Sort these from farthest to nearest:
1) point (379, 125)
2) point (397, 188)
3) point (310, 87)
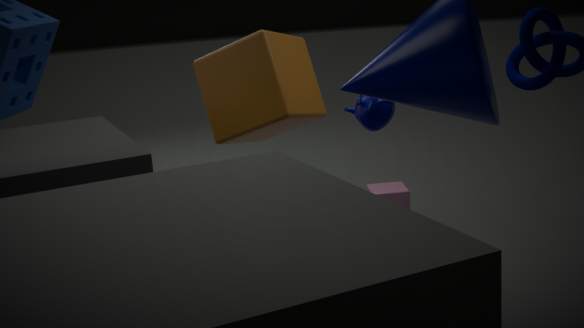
1. 2. point (397, 188)
2. 3. point (310, 87)
3. 1. point (379, 125)
